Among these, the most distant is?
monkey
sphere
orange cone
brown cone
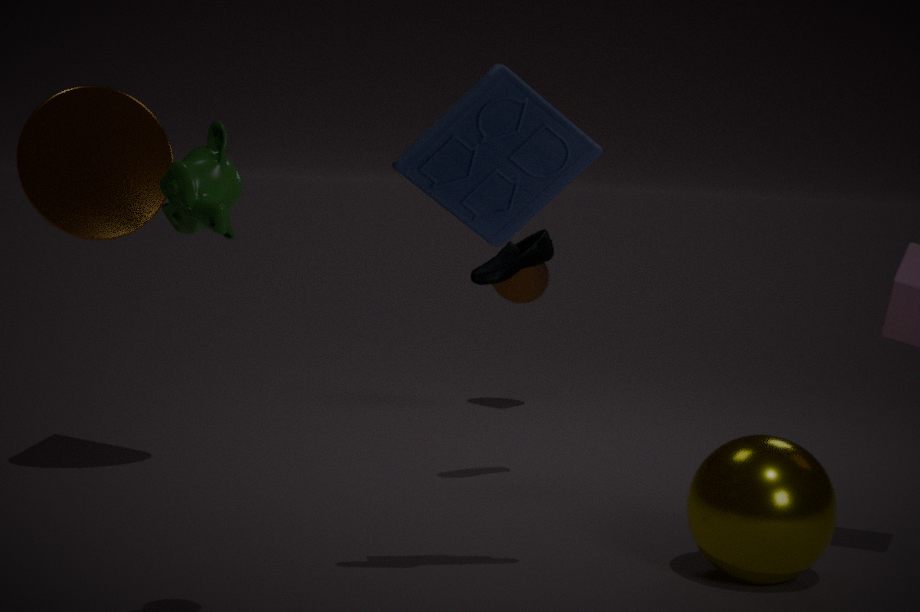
brown cone
